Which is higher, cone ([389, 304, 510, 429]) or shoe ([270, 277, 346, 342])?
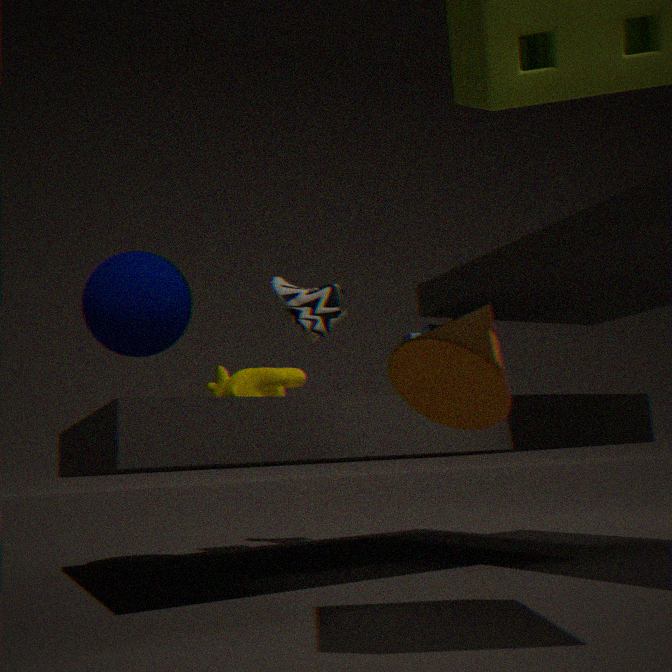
shoe ([270, 277, 346, 342])
